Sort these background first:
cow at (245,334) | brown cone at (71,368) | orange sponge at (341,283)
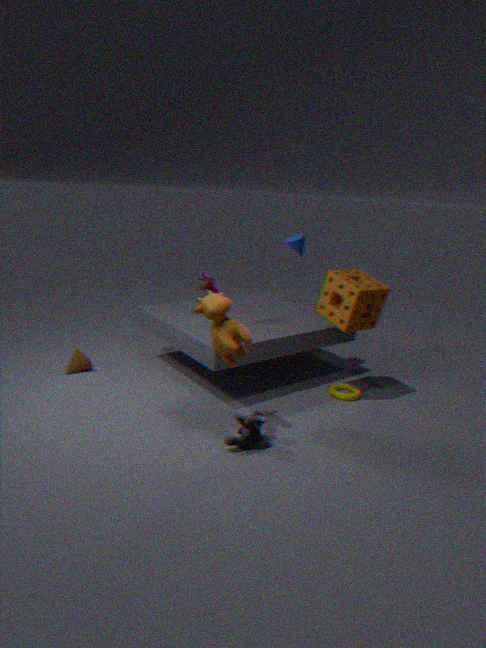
brown cone at (71,368) → orange sponge at (341,283) → cow at (245,334)
